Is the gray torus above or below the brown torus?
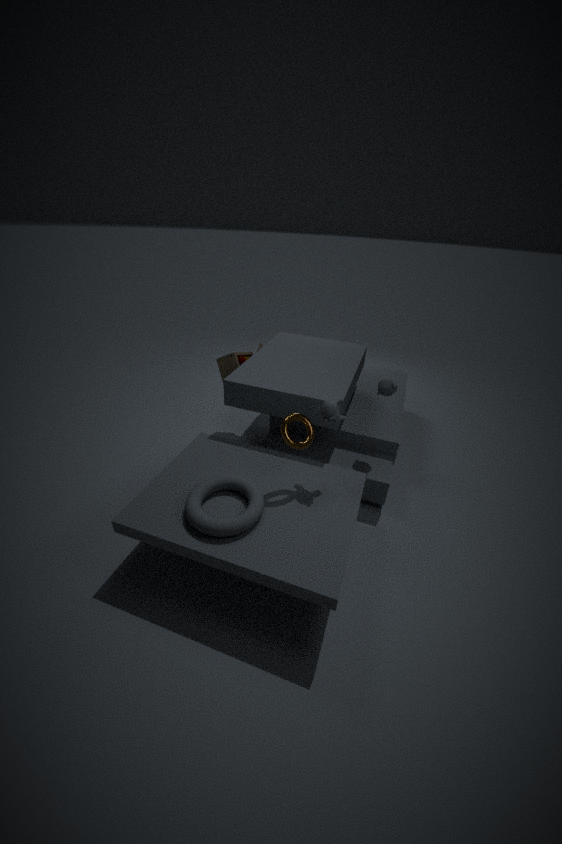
below
